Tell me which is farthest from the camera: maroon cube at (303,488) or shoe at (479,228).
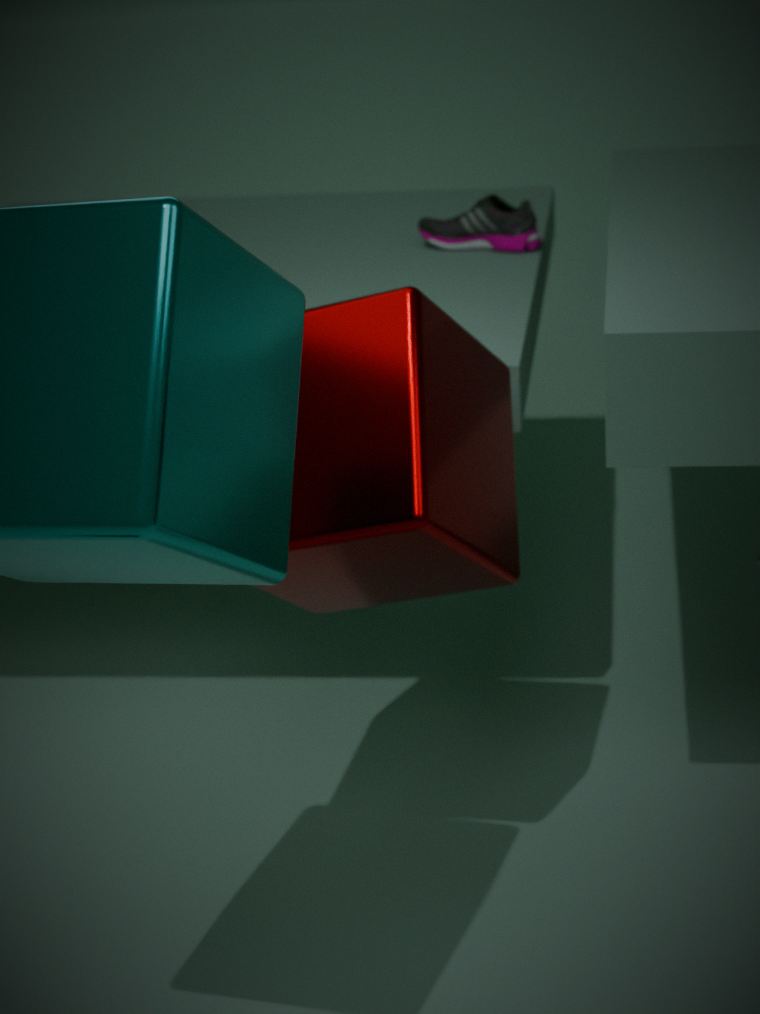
shoe at (479,228)
